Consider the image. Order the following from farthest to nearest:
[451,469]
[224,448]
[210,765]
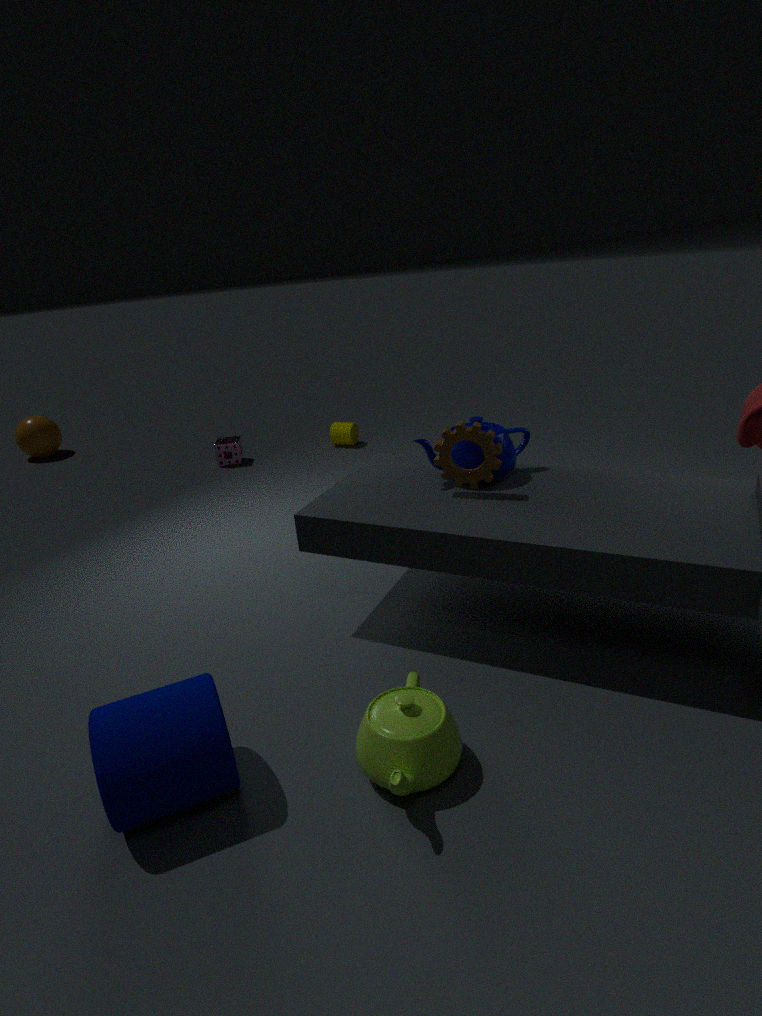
[224,448] < [451,469] < [210,765]
